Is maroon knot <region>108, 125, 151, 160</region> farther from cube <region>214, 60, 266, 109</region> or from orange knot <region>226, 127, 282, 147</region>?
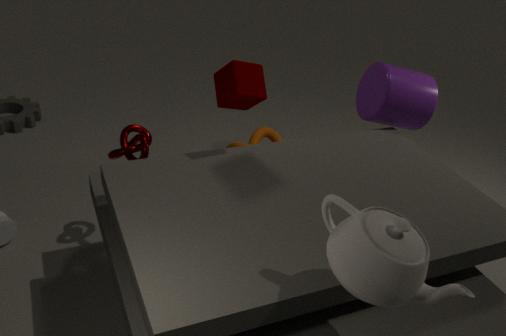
orange knot <region>226, 127, 282, 147</region>
